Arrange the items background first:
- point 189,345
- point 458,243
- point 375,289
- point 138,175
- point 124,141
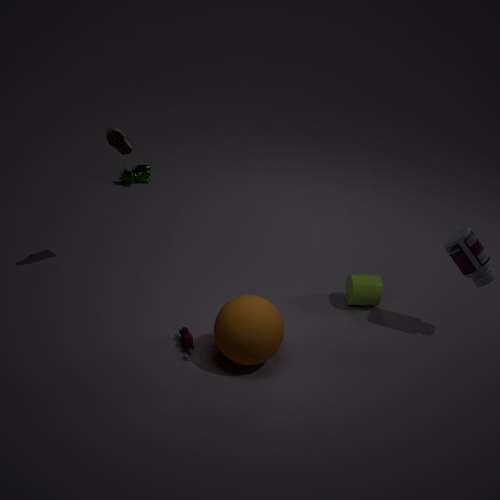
A: point 138,175 → point 375,289 → point 124,141 → point 458,243 → point 189,345
